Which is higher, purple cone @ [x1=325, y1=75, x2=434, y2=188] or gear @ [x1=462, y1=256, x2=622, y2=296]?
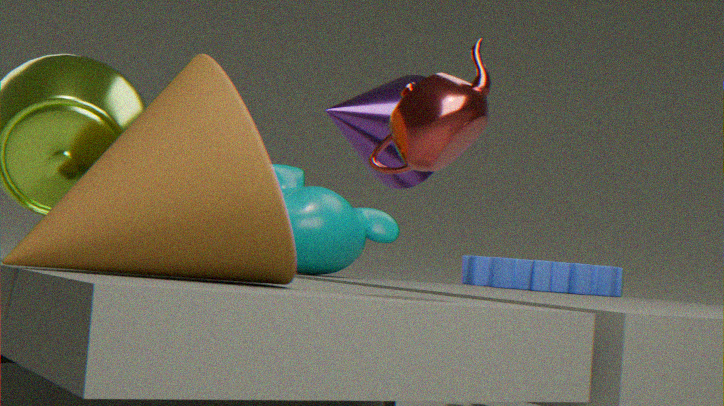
purple cone @ [x1=325, y1=75, x2=434, y2=188]
